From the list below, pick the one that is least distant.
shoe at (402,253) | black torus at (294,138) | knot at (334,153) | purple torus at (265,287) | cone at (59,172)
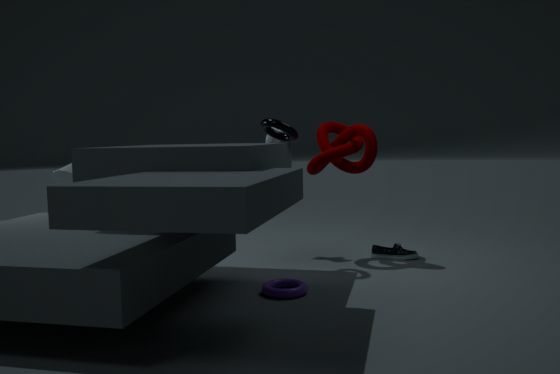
purple torus at (265,287)
